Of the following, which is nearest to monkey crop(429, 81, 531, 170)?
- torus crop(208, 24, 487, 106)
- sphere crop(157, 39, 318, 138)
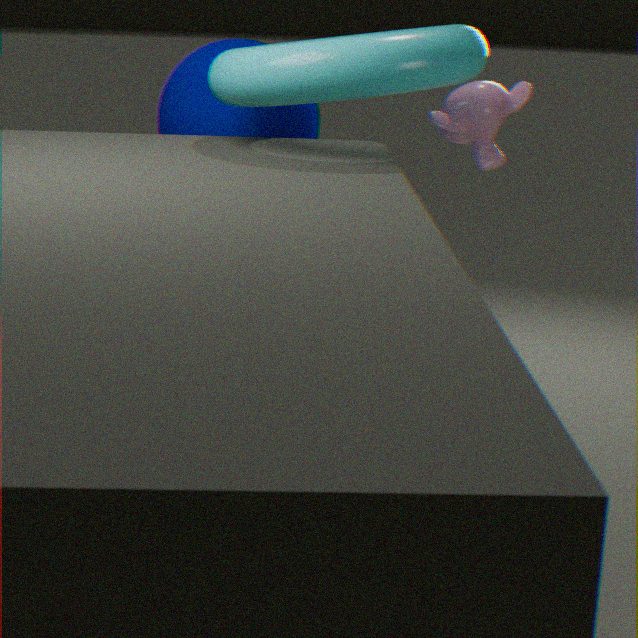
torus crop(208, 24, 487, 106)
